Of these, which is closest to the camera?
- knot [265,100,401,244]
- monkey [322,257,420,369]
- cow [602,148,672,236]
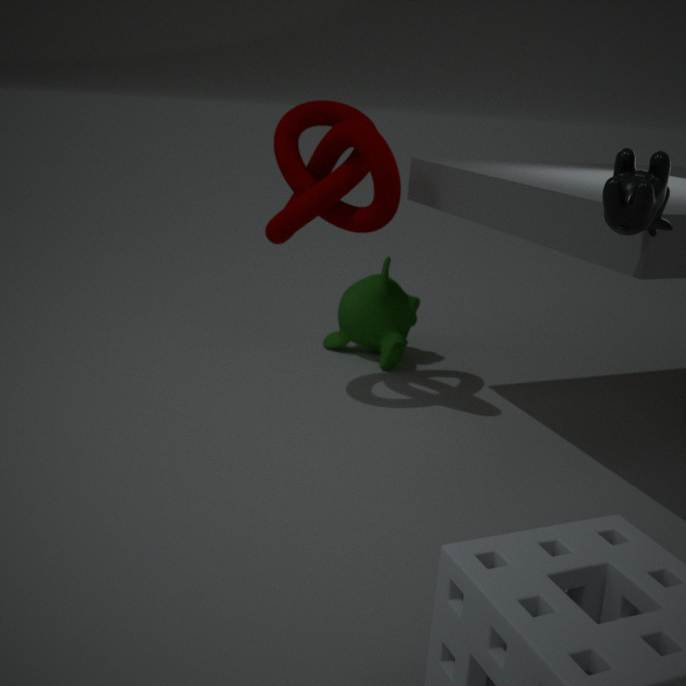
cow [602,148,672,236]
